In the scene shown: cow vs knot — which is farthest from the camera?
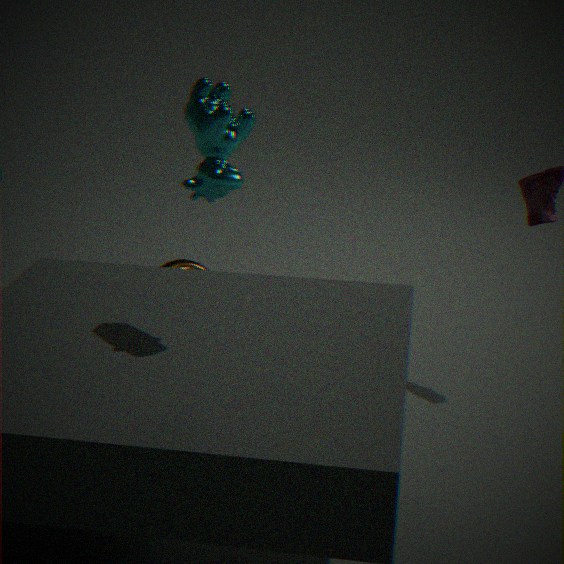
knot
